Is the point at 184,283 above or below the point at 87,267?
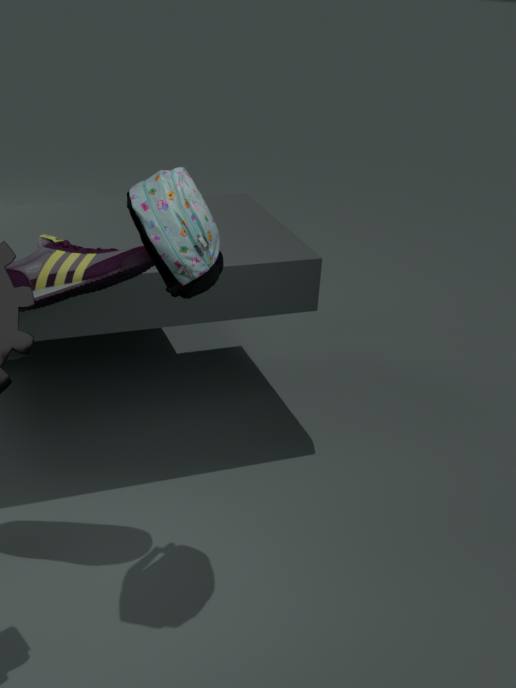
above
